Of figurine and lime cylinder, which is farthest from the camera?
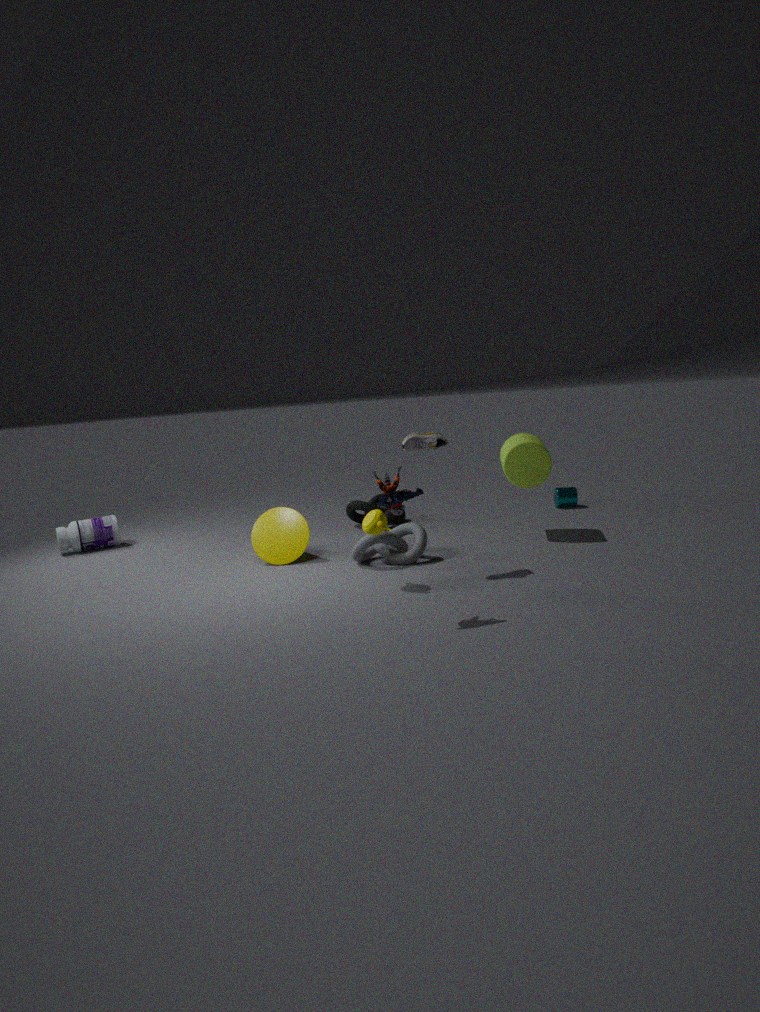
lime cylinder
